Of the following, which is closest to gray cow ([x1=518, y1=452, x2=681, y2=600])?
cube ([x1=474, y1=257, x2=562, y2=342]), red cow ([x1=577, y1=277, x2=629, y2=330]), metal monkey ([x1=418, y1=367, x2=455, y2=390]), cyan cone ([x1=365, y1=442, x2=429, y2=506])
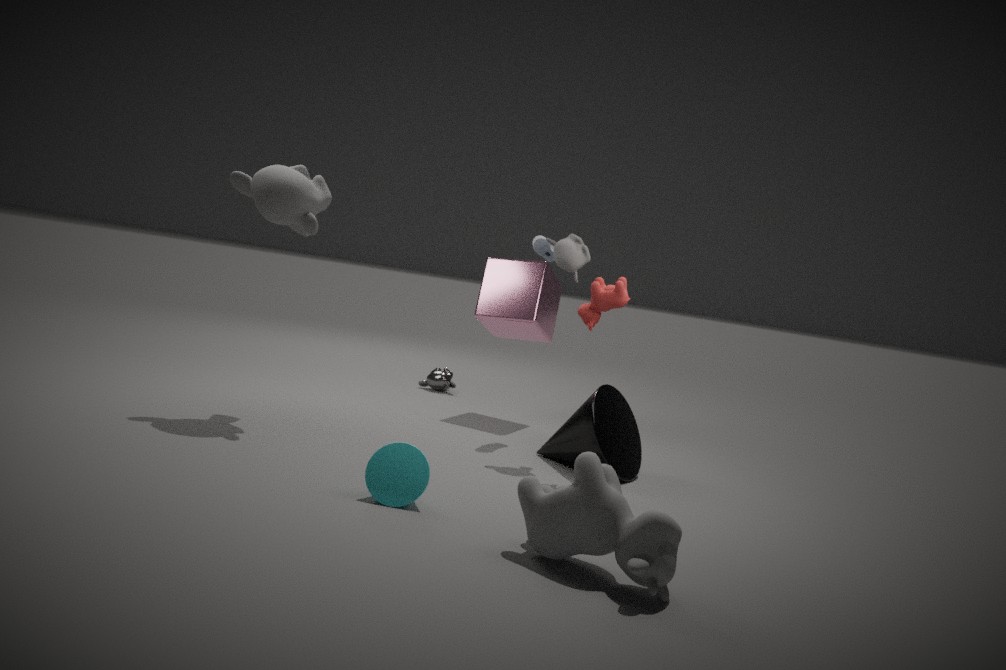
cyan cone ([x1=365, y1=442, x2=429, y2=506])
